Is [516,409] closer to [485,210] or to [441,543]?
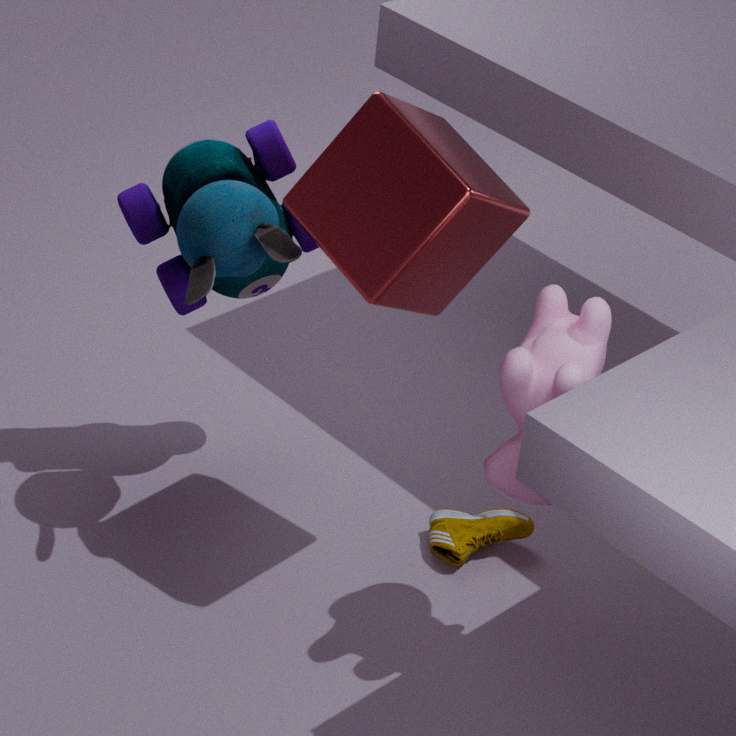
[485,210]
